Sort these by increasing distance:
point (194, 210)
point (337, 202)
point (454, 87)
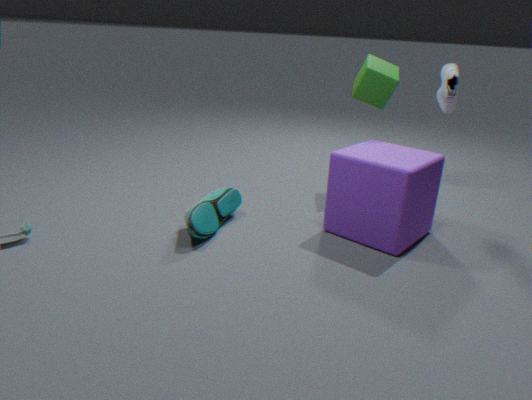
point (194, 210) → point (337, 202) → point (454, 87)
